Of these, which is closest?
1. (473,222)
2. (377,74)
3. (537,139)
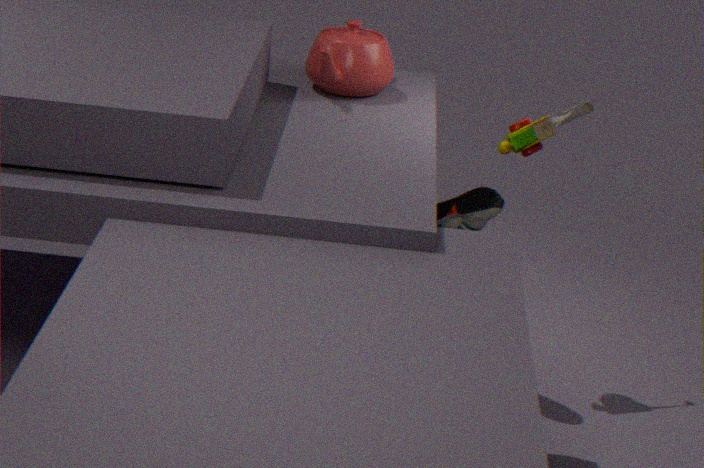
(473,222)
